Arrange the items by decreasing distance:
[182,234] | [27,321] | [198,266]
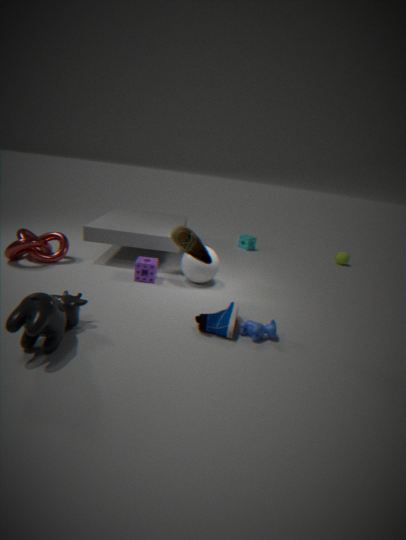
[198,266]
[182,234]
[27,321]
